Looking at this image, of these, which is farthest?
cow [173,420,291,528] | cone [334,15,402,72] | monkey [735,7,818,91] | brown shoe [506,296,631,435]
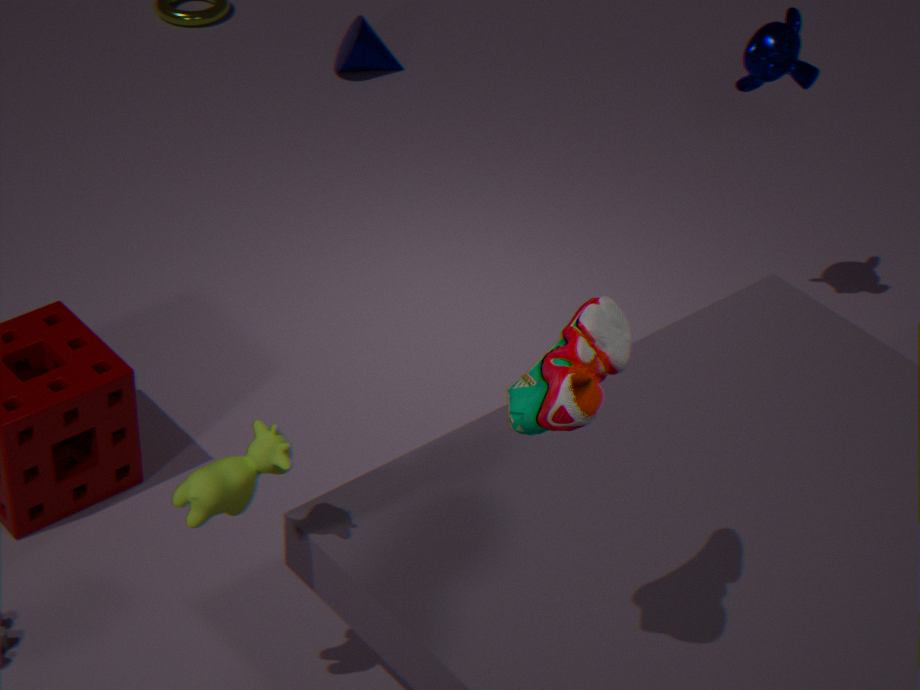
cone [334,15,402,72]
